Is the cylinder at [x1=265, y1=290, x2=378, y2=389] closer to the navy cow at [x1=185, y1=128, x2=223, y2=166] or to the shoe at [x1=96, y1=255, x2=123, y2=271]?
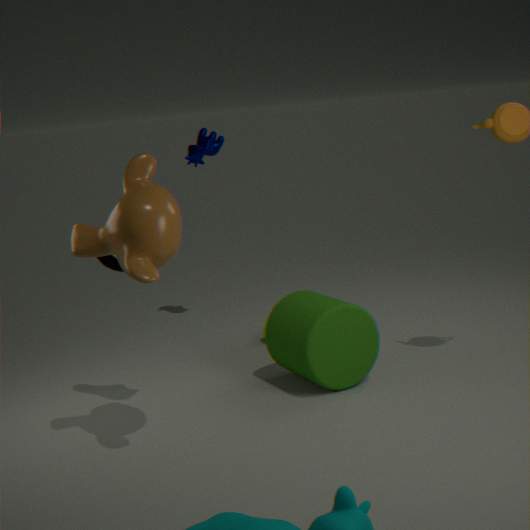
the shoe at [x1=96, y1=255, x2=123, y2=271]
